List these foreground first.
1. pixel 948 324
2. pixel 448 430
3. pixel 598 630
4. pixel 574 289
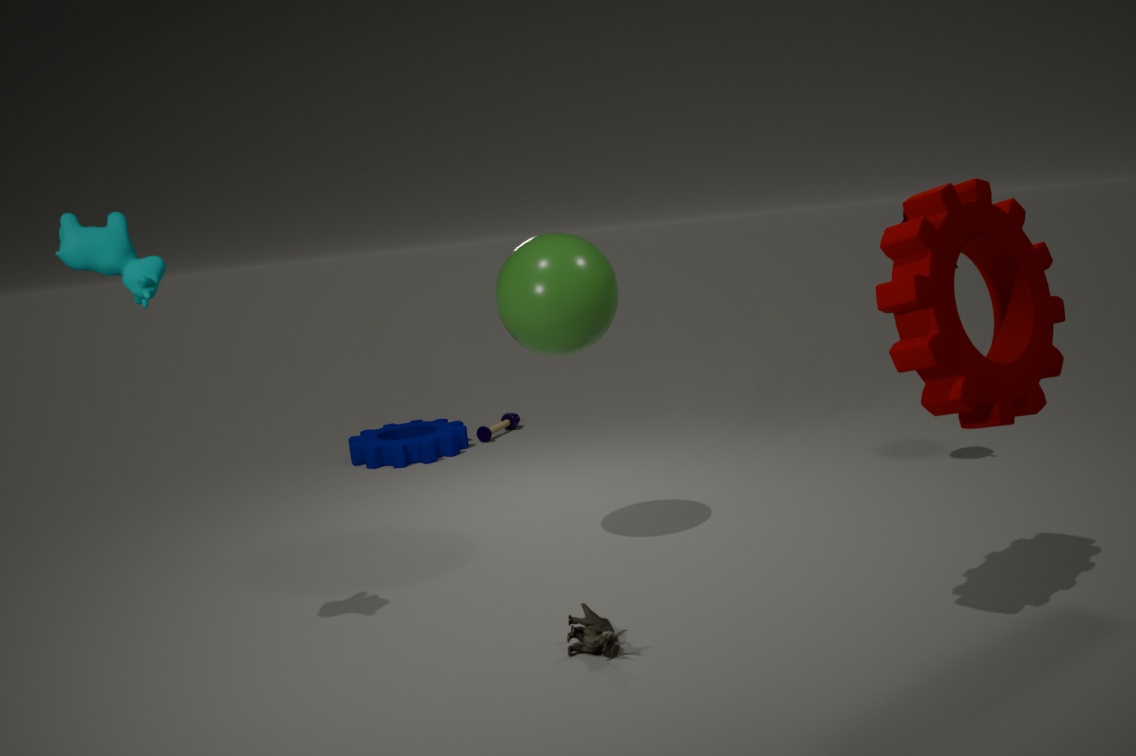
pixel 948 324 < pixel 598 630 < pixel 574 289 < pixel 448 430
